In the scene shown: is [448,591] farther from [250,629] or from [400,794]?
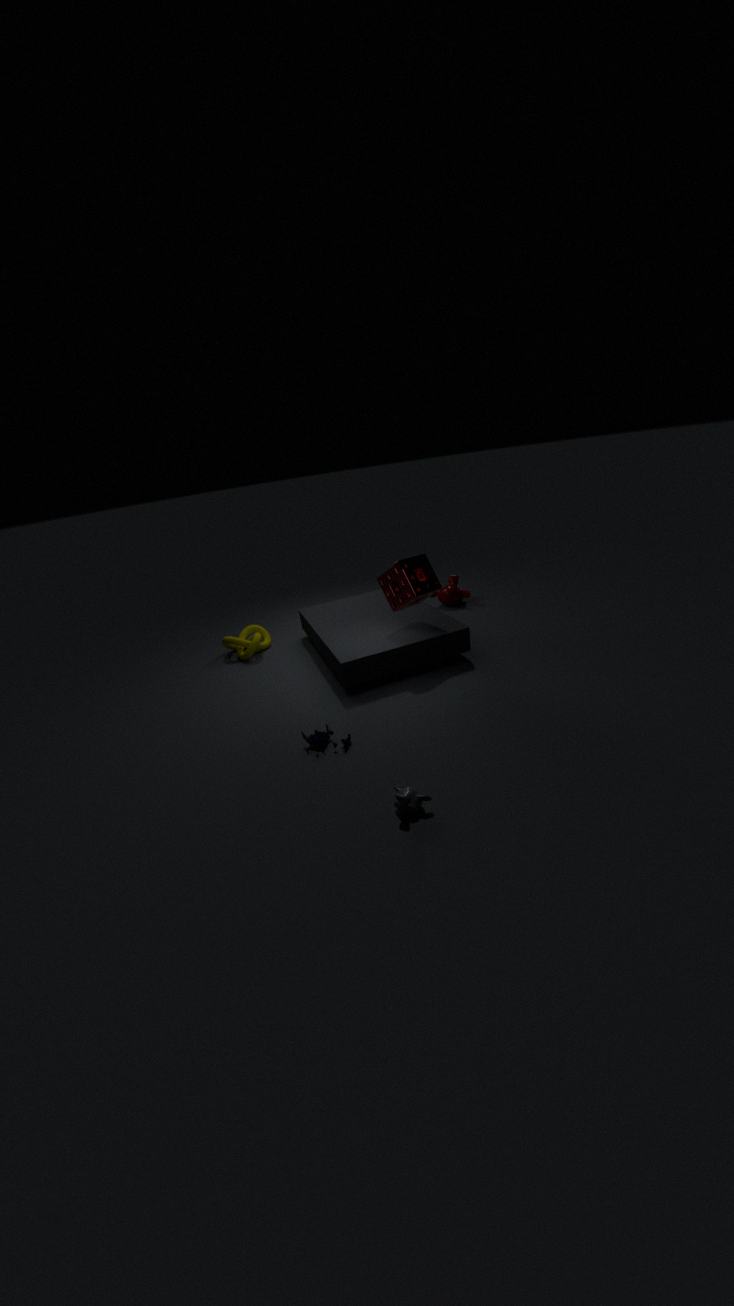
[400,794]
